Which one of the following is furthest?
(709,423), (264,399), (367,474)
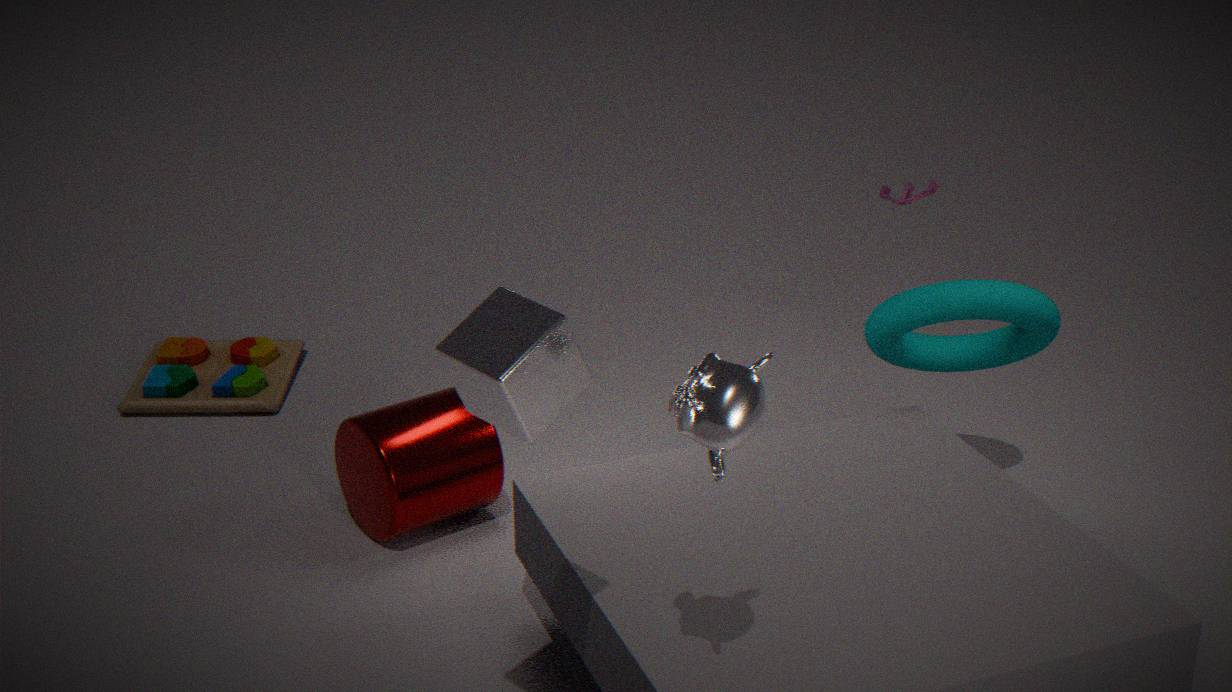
(264,399)
